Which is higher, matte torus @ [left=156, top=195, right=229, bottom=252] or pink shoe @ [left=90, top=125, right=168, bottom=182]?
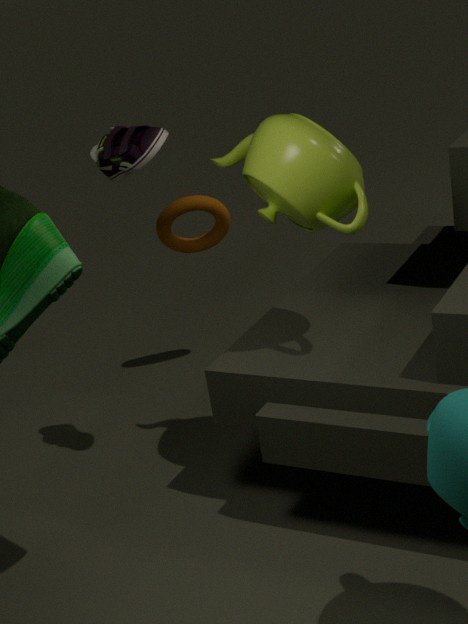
pink shoe @ [left=90, top=125, right=168, bottom=182]
